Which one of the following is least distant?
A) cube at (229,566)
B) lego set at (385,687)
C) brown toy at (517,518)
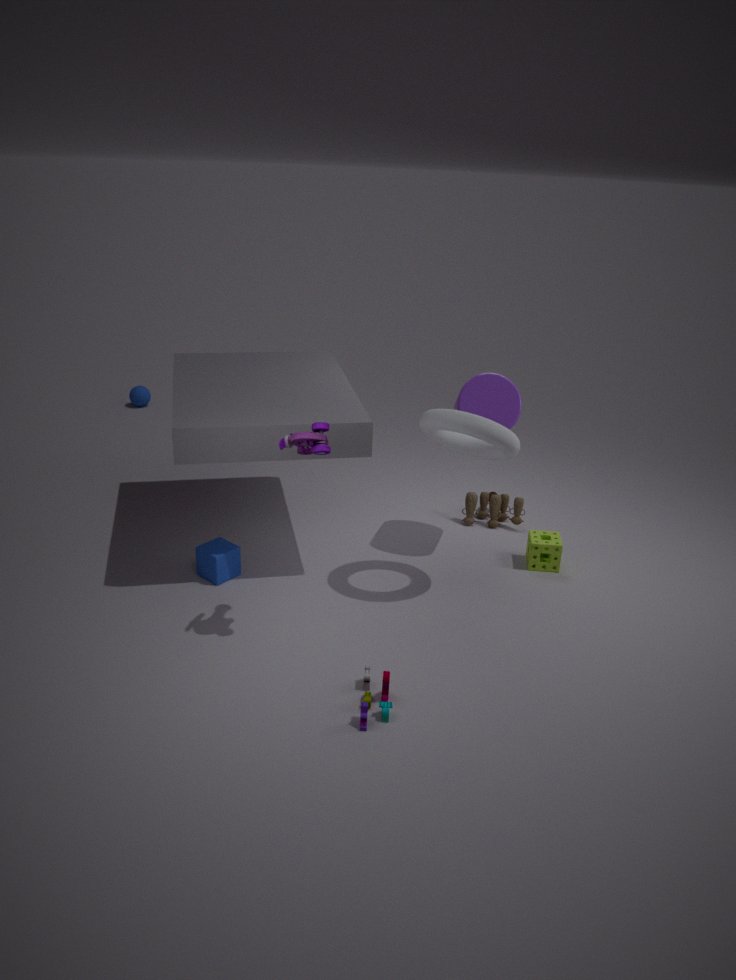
lego set at (385,687)
